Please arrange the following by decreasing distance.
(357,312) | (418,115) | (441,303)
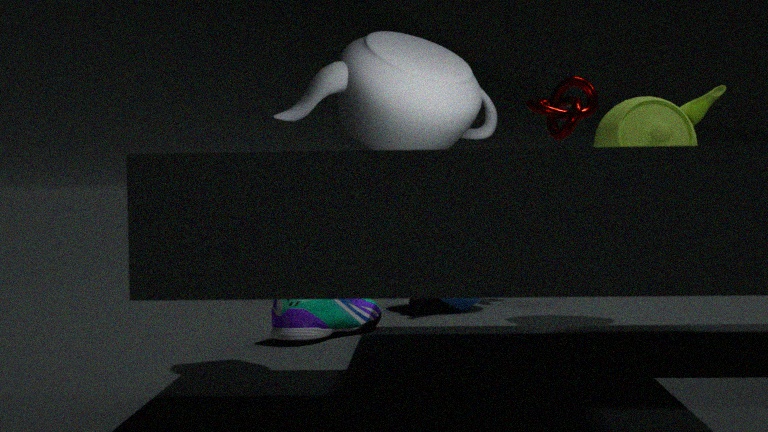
(441,303) < (357,312) < (418,115)
